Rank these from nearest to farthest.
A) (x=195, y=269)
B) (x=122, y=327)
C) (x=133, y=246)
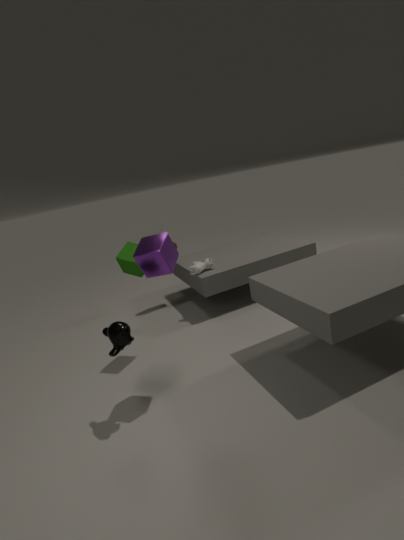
B. (x=122, y=327), C. (x=133, y=246), A. (x=195, y=269)
